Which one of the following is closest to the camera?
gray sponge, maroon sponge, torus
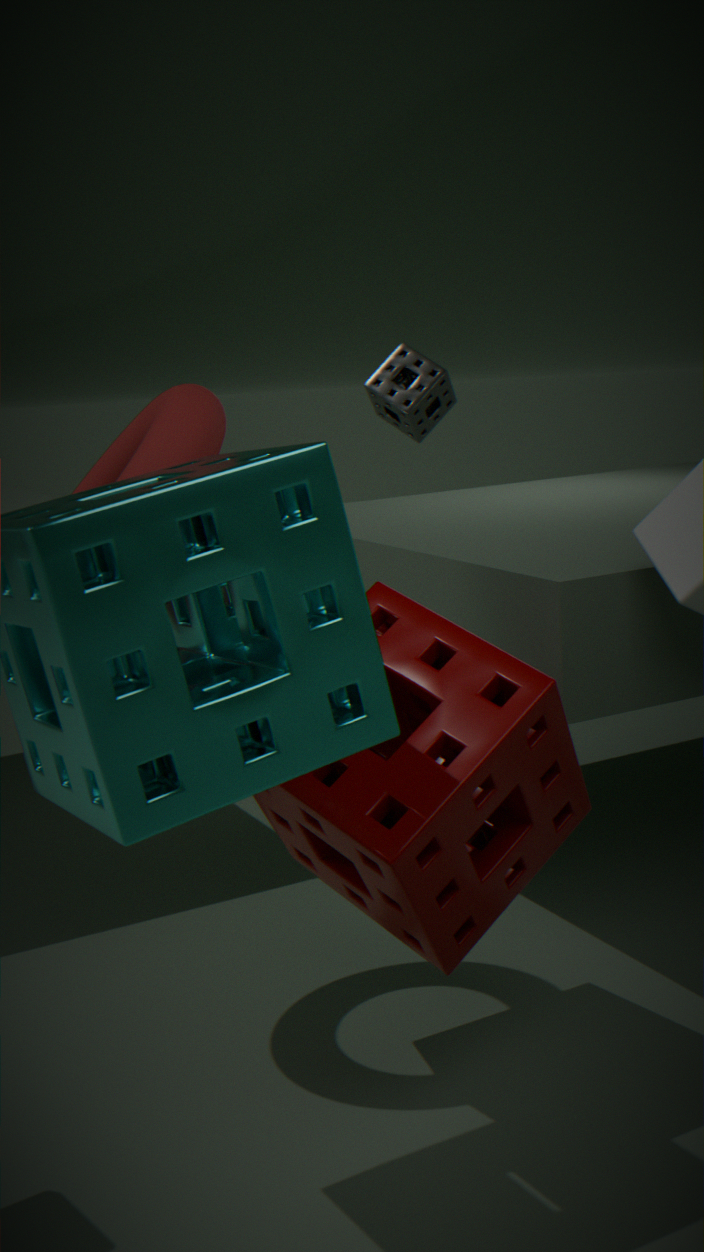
maroon sponge
